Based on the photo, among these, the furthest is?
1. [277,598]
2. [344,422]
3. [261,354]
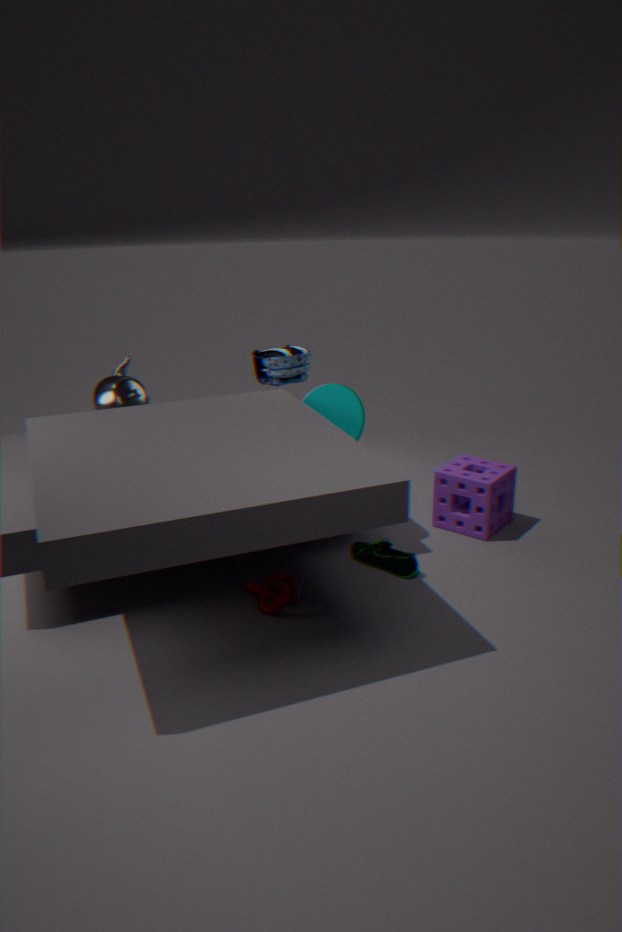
[261,354]
